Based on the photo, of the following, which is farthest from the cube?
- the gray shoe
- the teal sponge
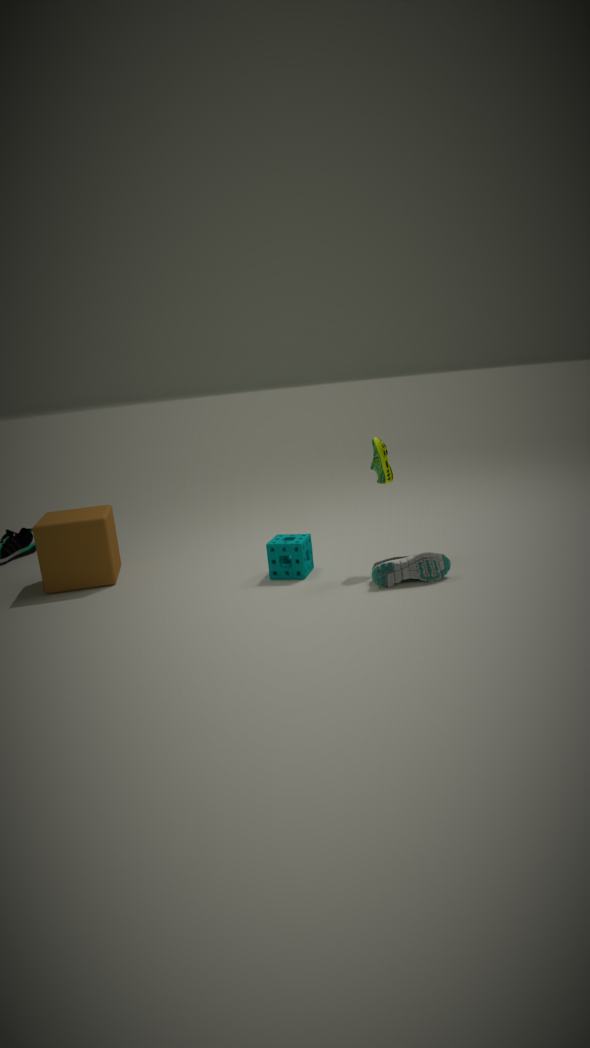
the gray shoe
